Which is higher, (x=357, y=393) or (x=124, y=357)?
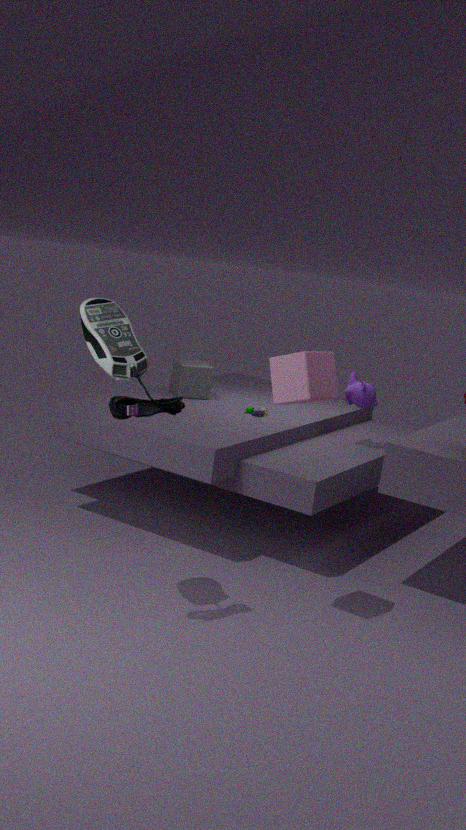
(x=124, y=357)
